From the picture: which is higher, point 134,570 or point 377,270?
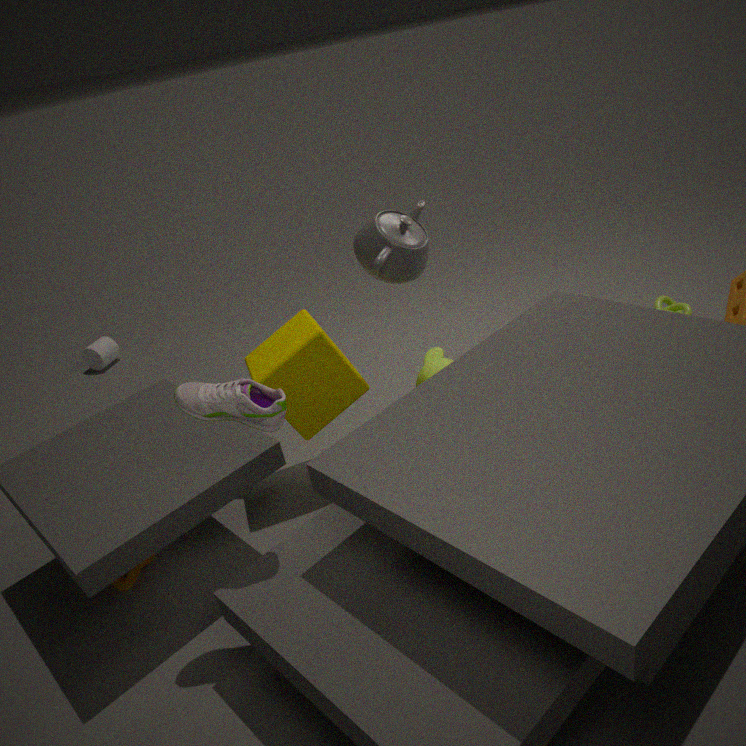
point 377,270
